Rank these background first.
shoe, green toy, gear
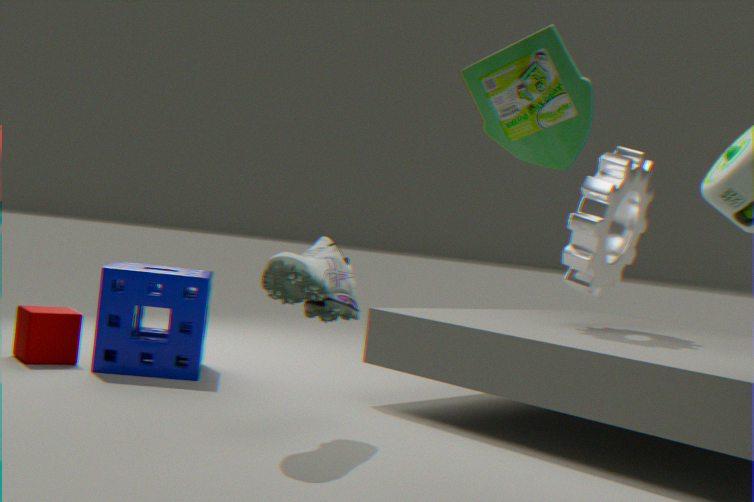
gear, shoe, green toy
